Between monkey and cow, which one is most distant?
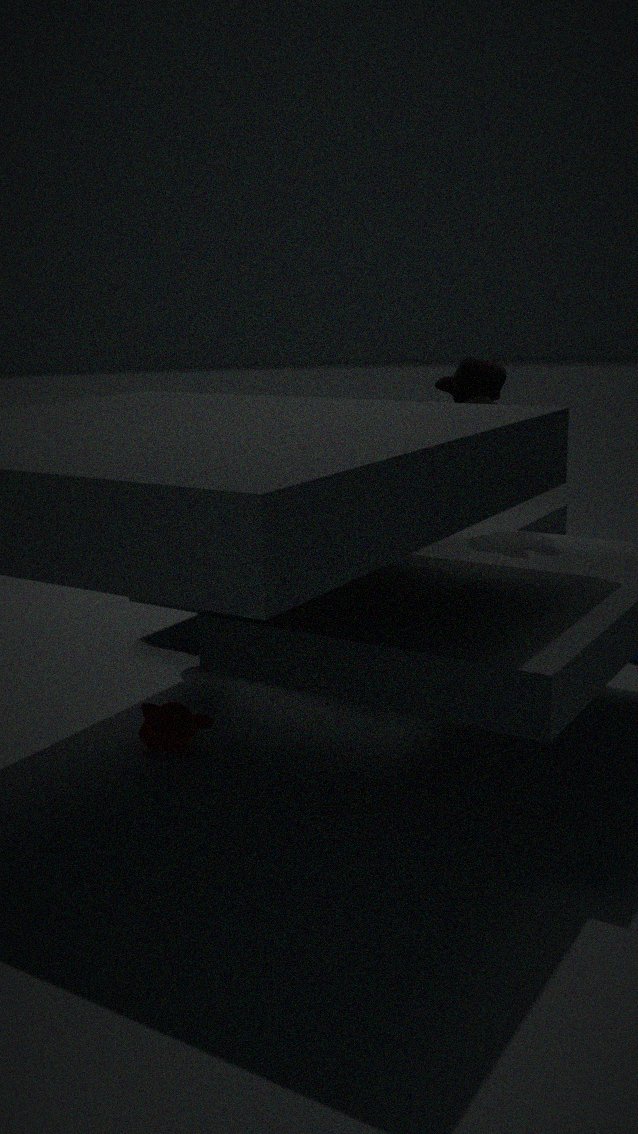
cow
